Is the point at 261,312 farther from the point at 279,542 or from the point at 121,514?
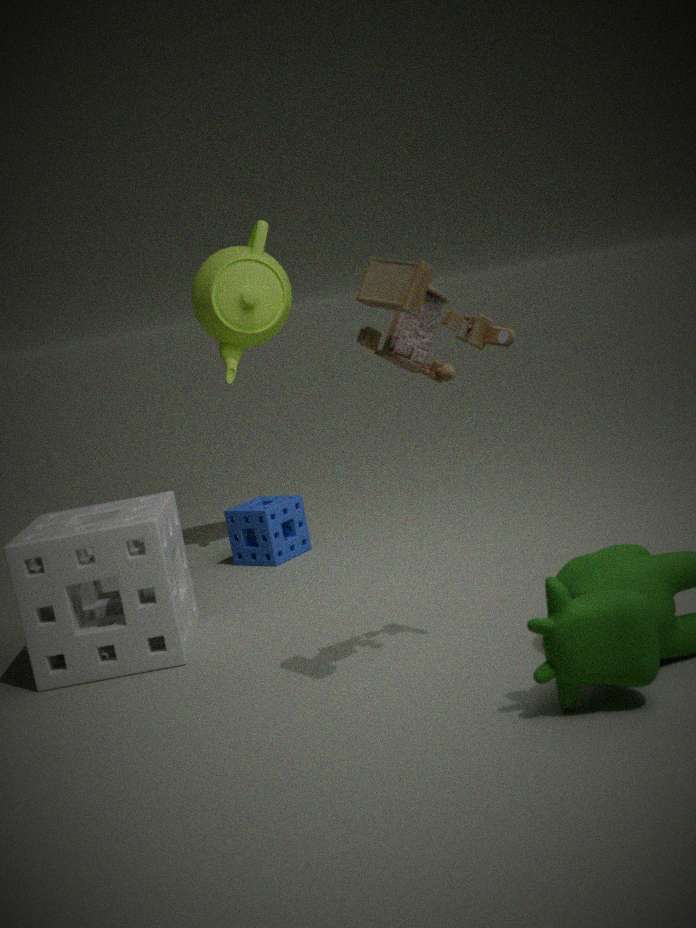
the point at 121,514
